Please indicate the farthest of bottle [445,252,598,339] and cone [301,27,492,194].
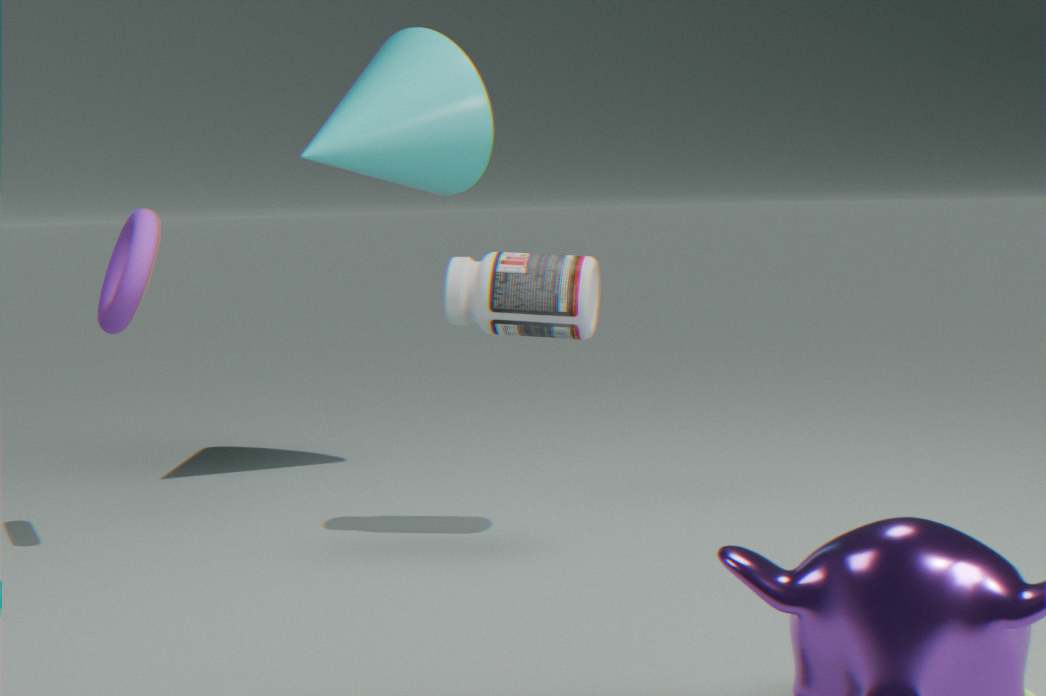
cone [301,27,492,194]
